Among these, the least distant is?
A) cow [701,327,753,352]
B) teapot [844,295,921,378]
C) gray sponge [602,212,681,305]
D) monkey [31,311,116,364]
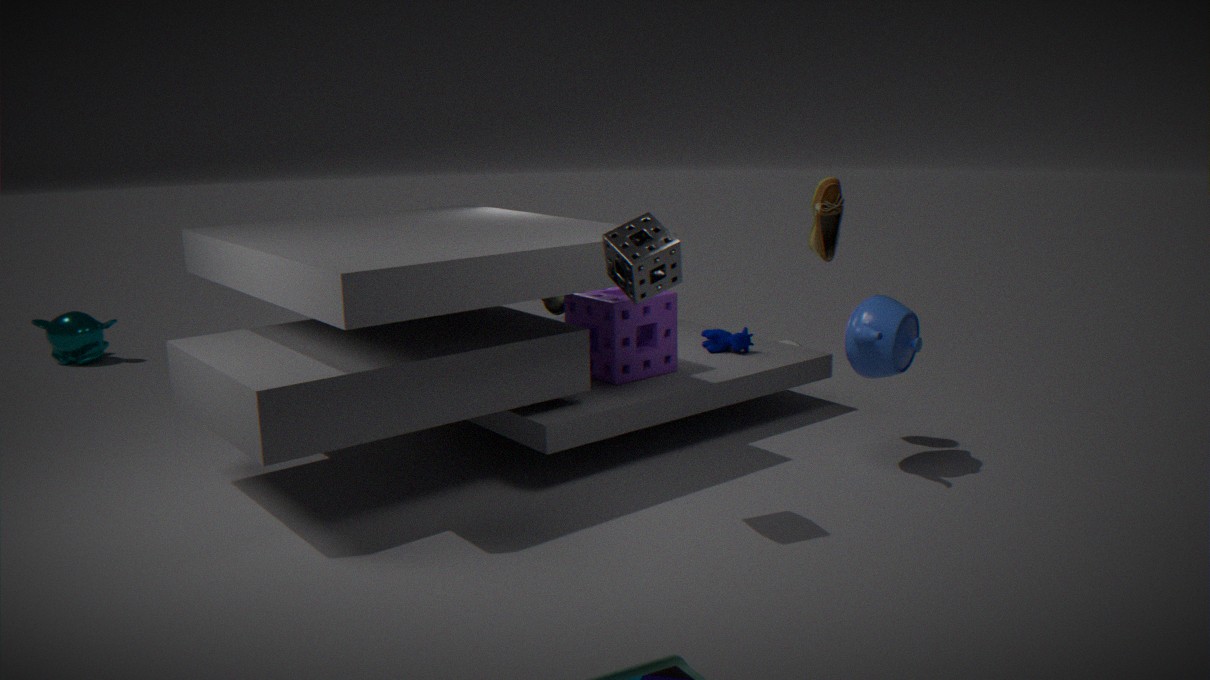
gray sponge [602,212,681,305]
